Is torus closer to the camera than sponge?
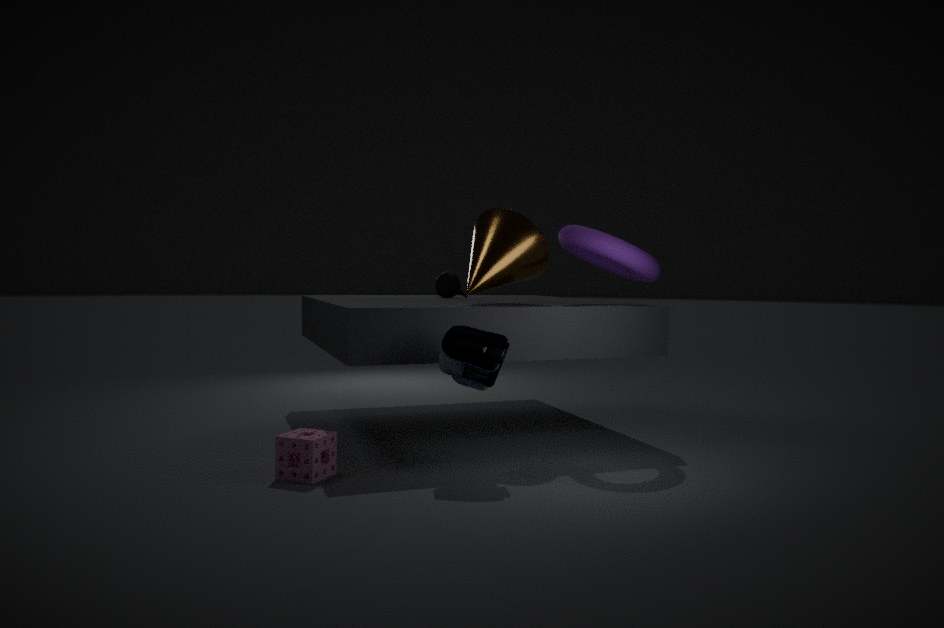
No
